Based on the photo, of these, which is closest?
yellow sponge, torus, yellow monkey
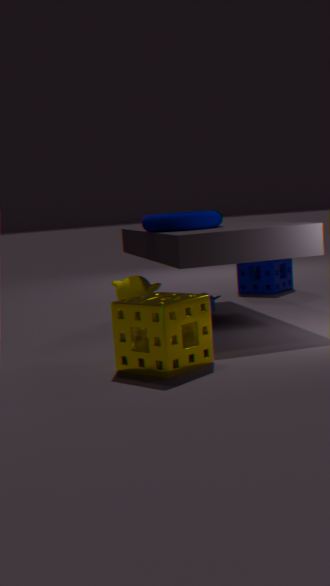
yellow sponge
